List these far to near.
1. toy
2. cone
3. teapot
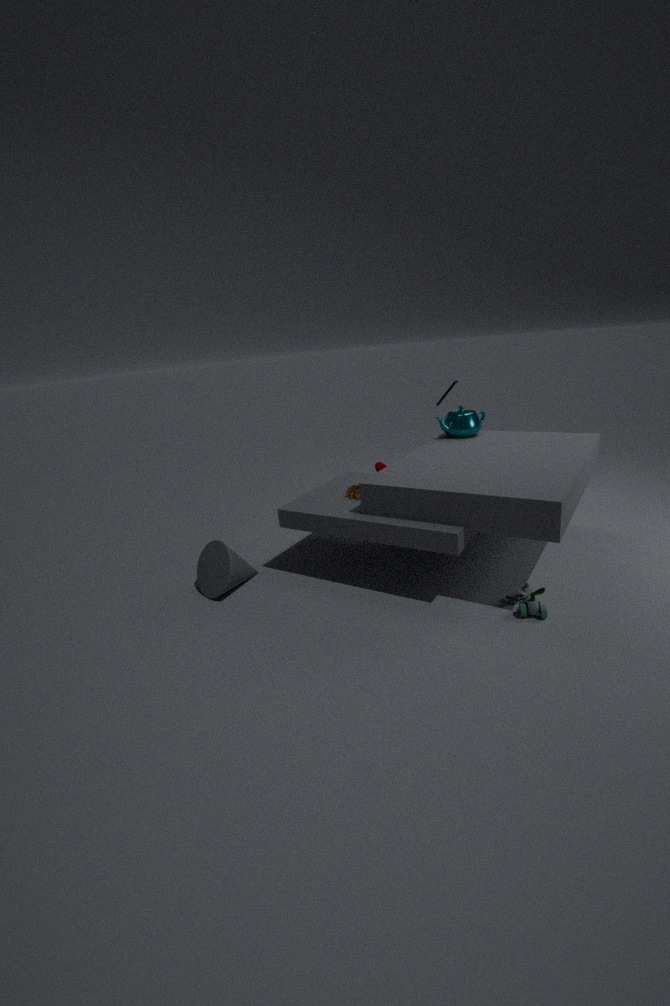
1. teapot
2. cone
3. toy
